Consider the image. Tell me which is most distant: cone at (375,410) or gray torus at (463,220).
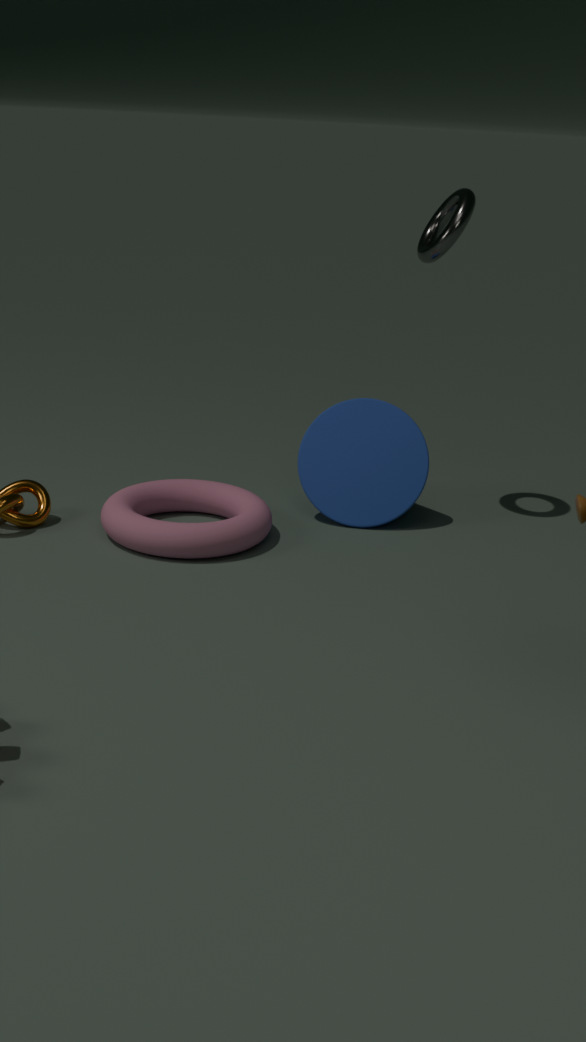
cone at (375,410)
